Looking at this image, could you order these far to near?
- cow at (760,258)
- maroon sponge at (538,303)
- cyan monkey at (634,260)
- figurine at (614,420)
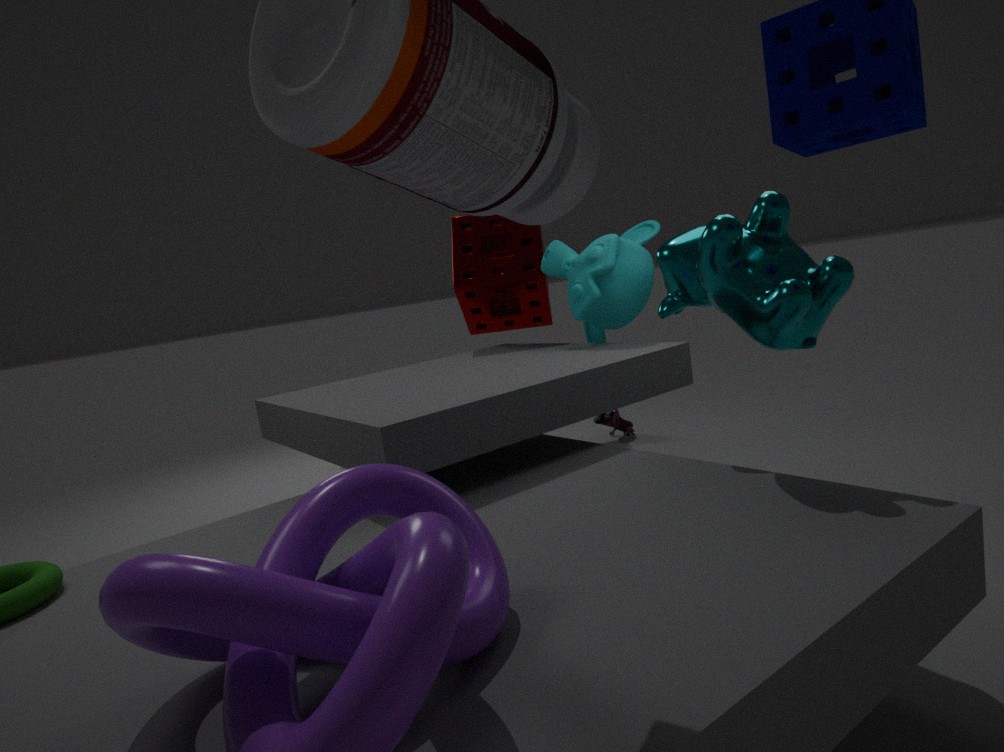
figurine at (614,420)
maroon sponge at (538,303)
cyan monkey at (634,260)
cow at (760,258)
